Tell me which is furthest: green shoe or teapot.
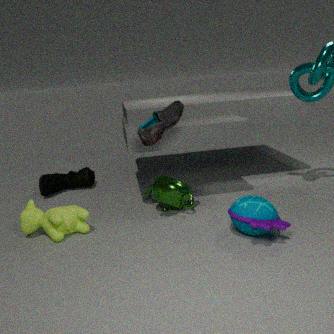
green shoe
